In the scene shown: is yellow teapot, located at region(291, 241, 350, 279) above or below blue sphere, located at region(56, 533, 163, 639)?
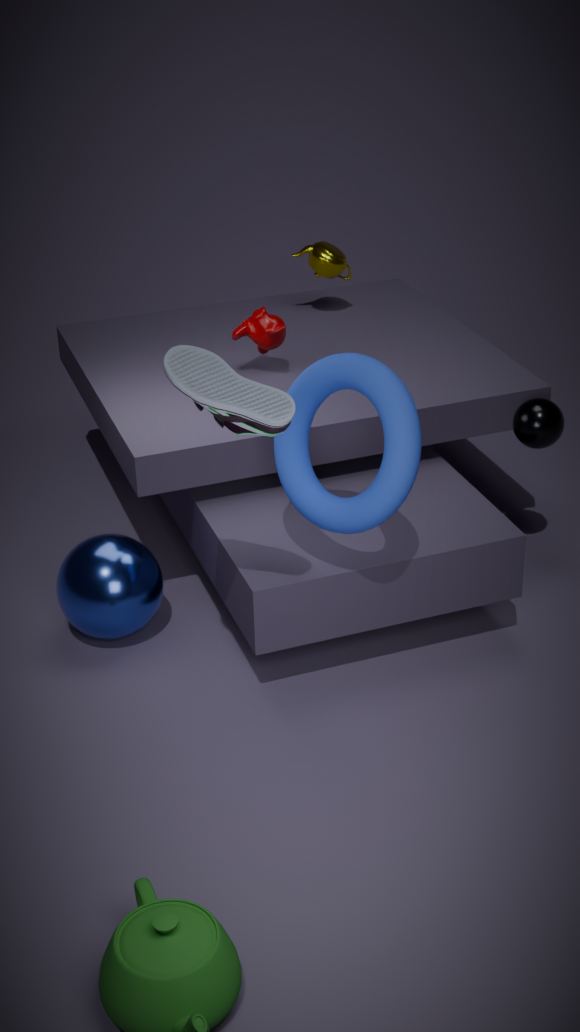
above
